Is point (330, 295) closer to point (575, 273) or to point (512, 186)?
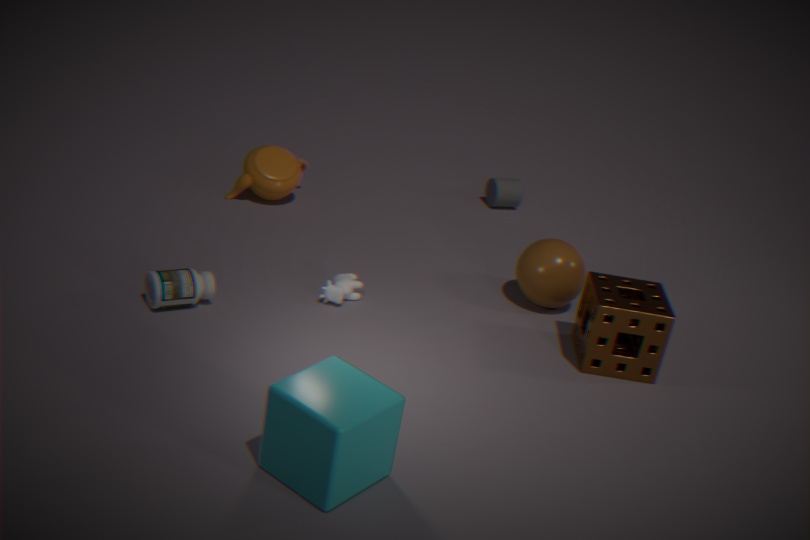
point (575, 273)
